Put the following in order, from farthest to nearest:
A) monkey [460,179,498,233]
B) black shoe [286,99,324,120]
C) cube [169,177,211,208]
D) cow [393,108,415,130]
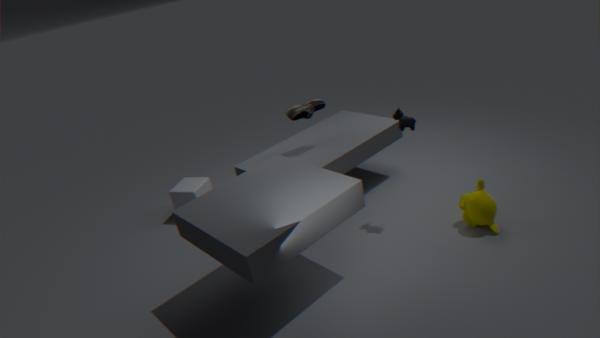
cube [169,177,211,208]
black shoe [286,99,324,120]
cow [393,108,415,130]
monkey [460,179,498,233]
